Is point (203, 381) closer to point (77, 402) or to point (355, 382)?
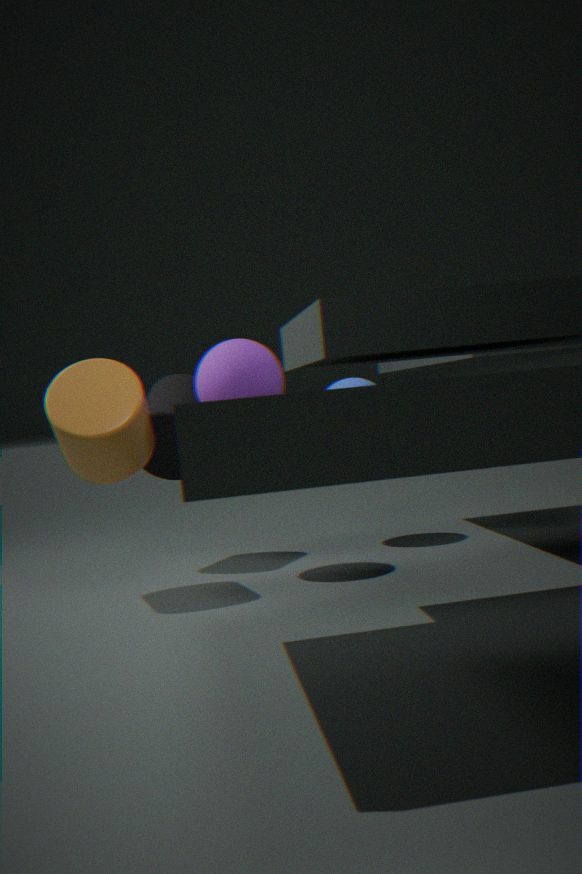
point (77, 402)
